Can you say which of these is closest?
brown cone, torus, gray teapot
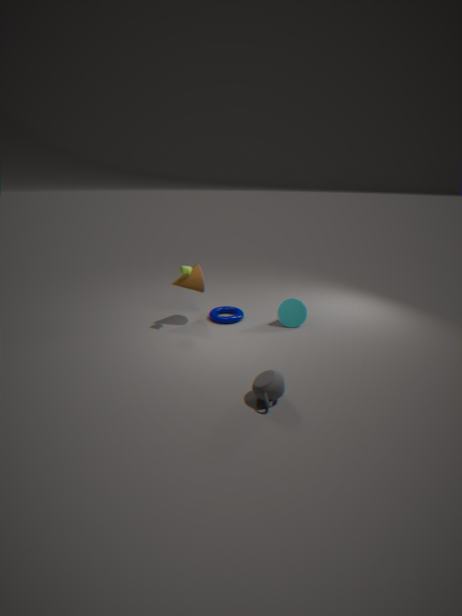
gray teapot
